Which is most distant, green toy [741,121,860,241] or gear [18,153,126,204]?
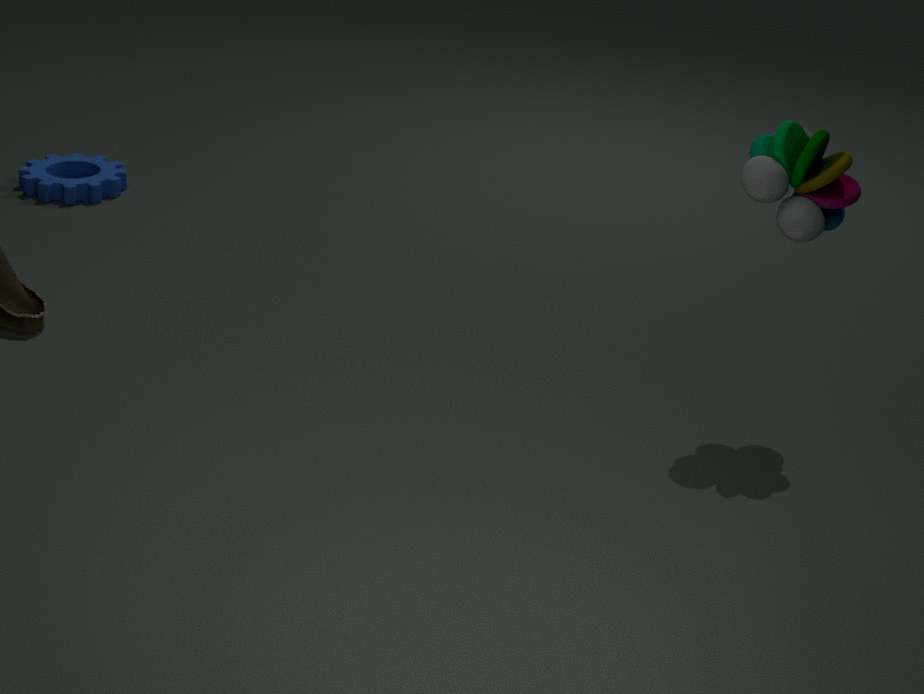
gear [18,153,126,204]
